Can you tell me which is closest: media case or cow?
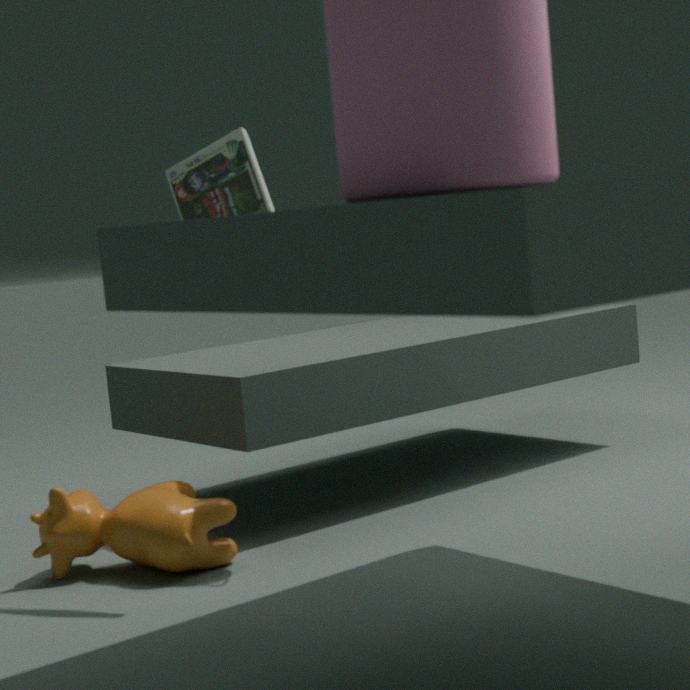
media case
